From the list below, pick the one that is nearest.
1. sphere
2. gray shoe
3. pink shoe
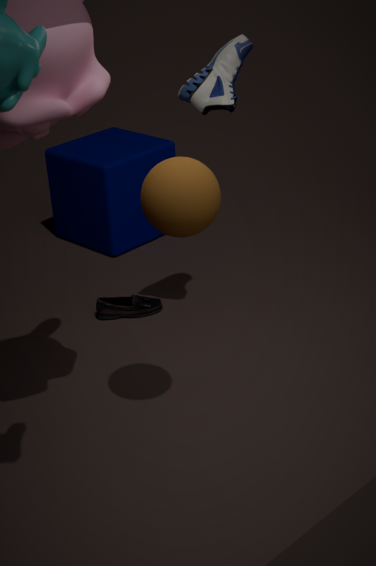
sphere
